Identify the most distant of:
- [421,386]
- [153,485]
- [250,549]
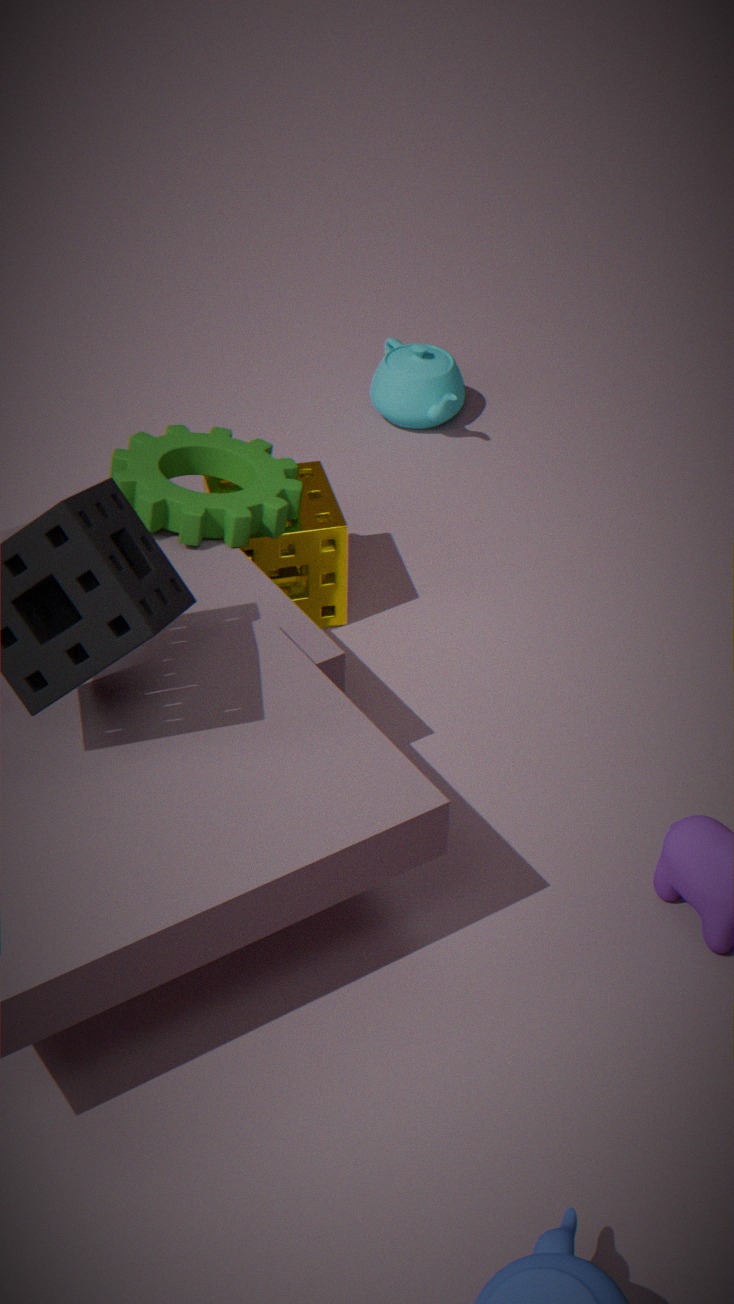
[421,386]
